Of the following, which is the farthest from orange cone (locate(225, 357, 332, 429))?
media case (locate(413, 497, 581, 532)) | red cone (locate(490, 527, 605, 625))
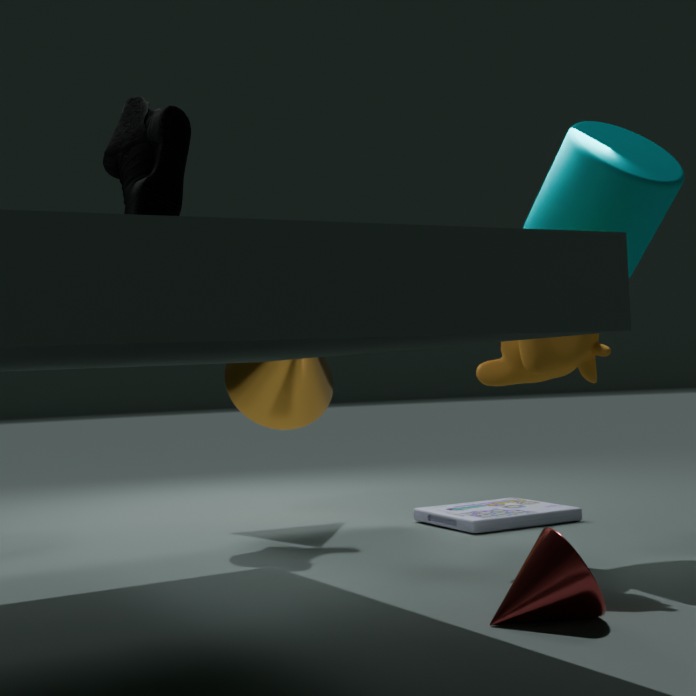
red cone (locate(490, 527, 605, 625))
